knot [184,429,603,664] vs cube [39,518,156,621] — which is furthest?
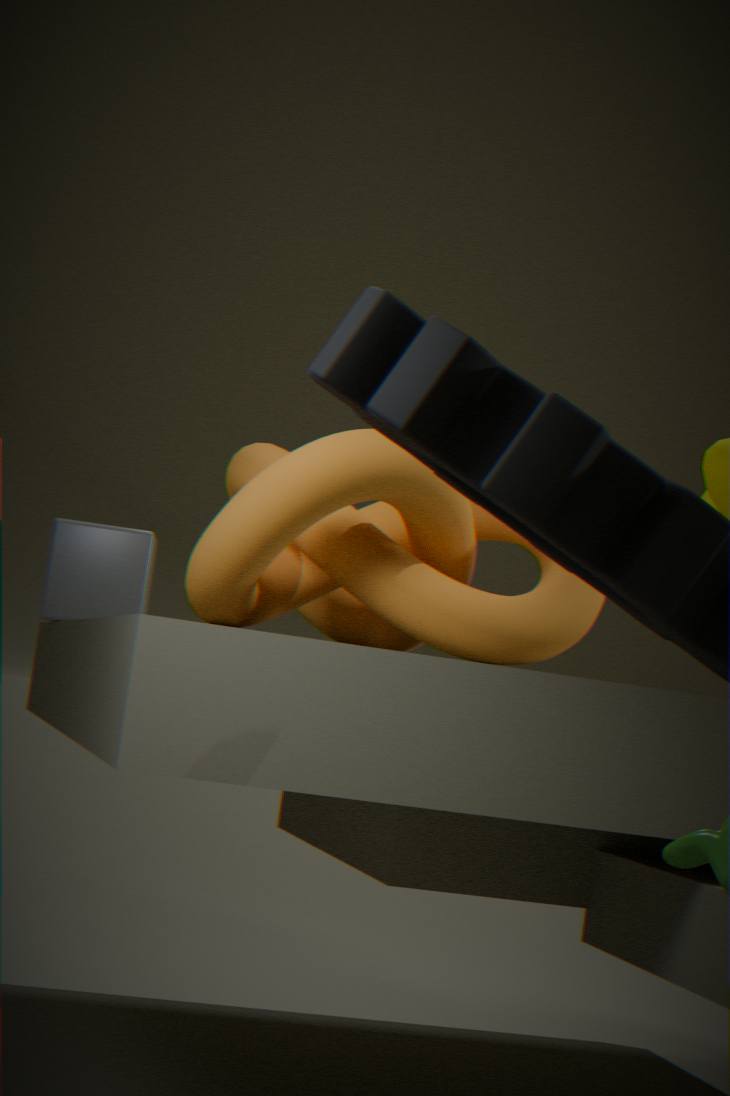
cube [39,518,156,621]
